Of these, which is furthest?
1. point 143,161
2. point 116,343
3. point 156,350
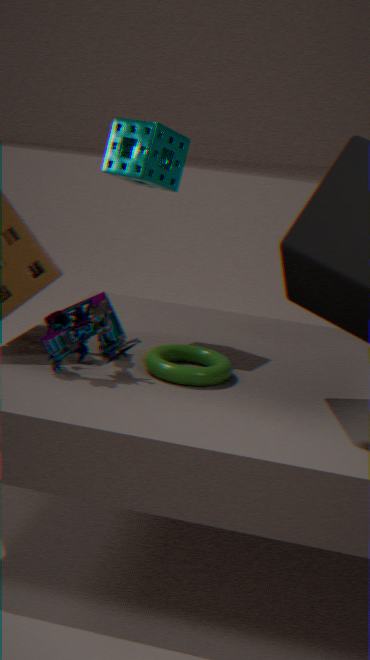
point 143,161
